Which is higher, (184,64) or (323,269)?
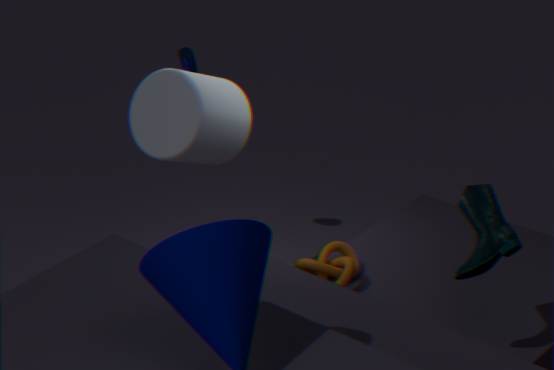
(184,64)
